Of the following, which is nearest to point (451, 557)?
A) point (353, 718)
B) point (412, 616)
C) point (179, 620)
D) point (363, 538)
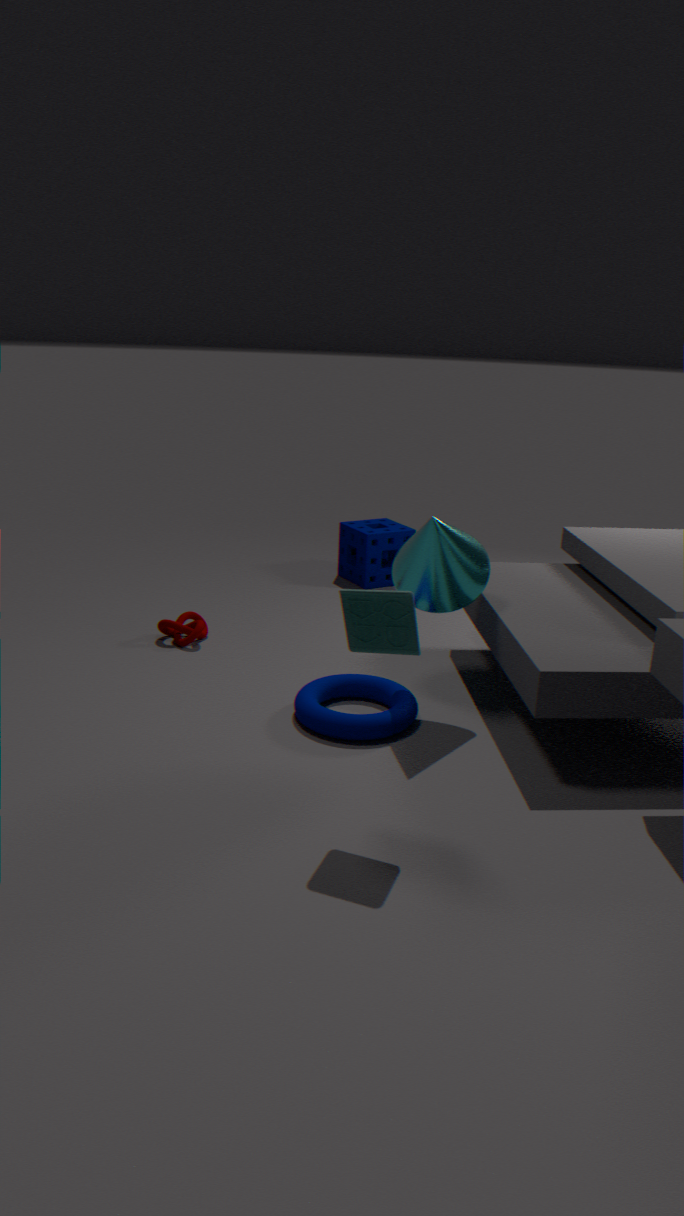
point (353, 718)
